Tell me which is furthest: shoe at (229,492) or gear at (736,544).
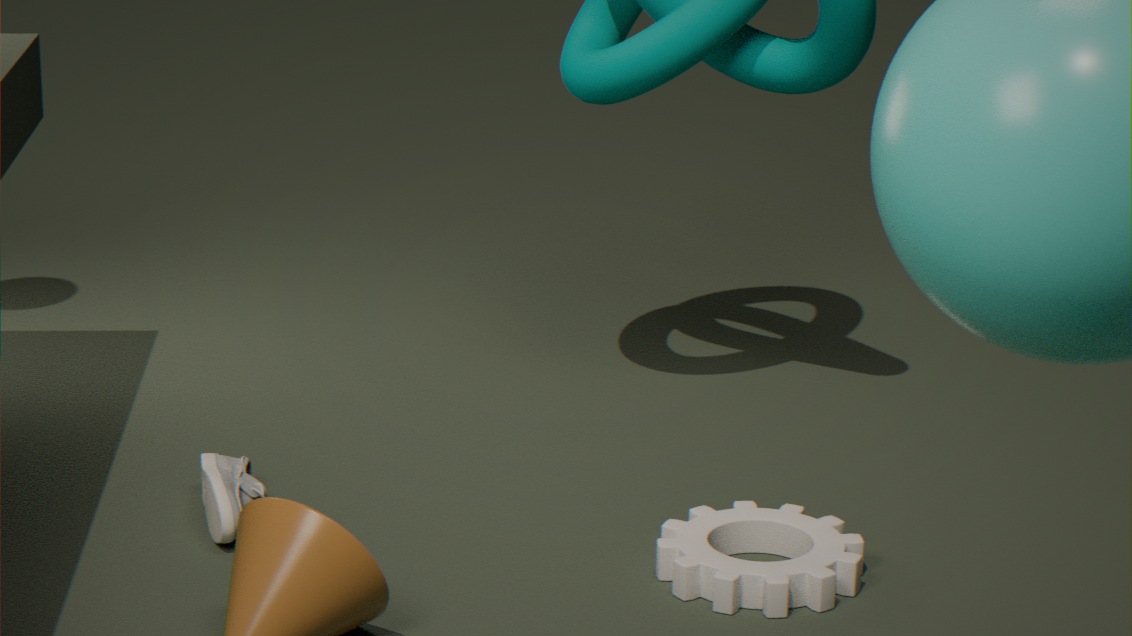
shoe at (229,492)
